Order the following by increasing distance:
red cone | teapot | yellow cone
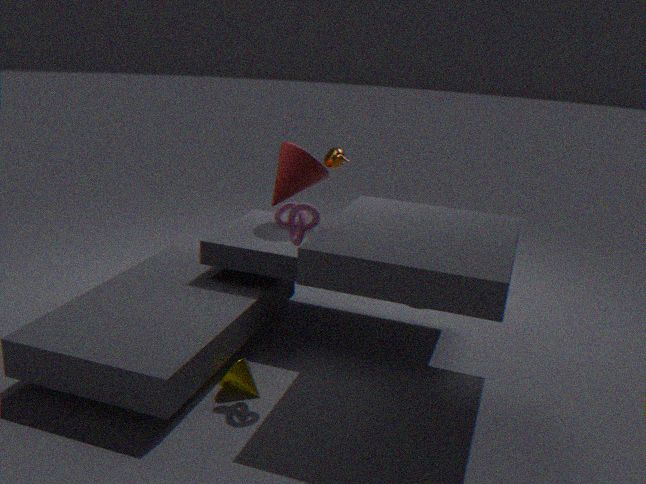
yellow cone → red cone → teapot
